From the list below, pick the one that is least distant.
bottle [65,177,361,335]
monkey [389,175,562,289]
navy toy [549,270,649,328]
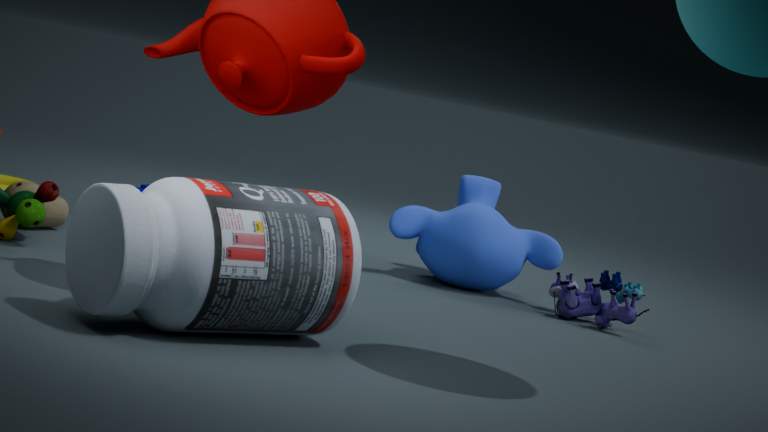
bottle [65,177,361,335]
